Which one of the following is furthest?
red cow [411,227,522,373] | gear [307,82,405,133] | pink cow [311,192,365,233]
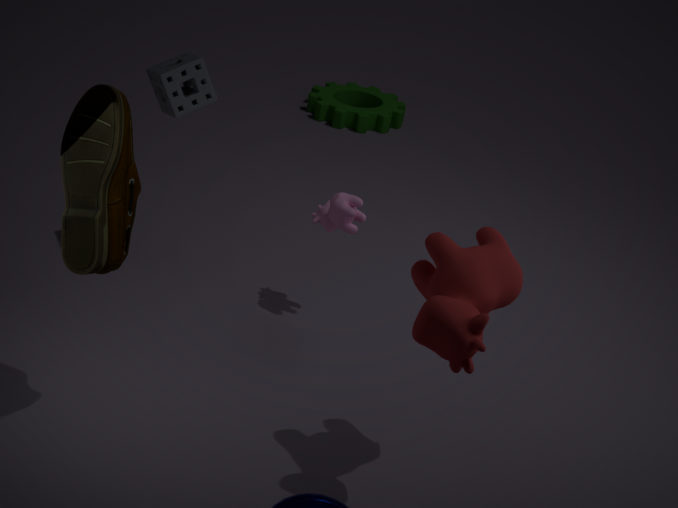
gear [307,82,405,133]
